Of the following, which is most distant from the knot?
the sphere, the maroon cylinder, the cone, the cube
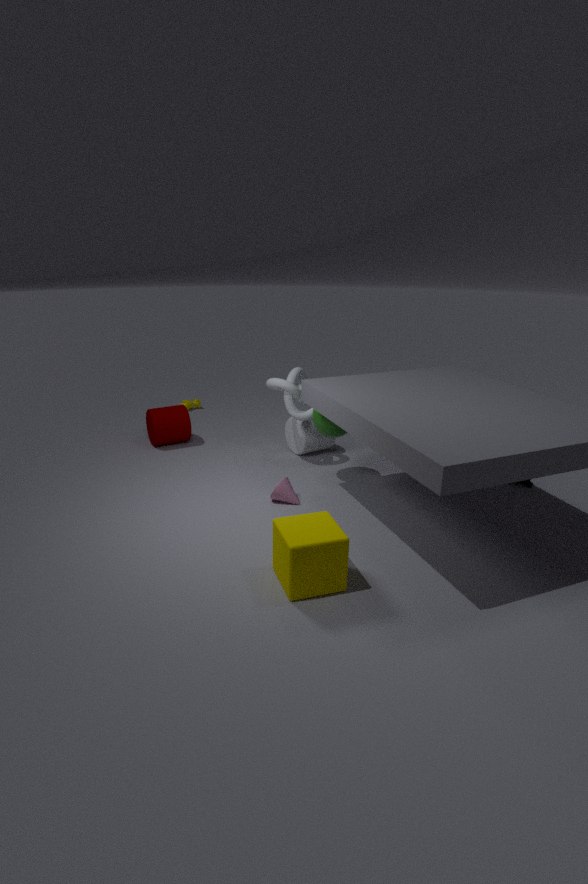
the cube
